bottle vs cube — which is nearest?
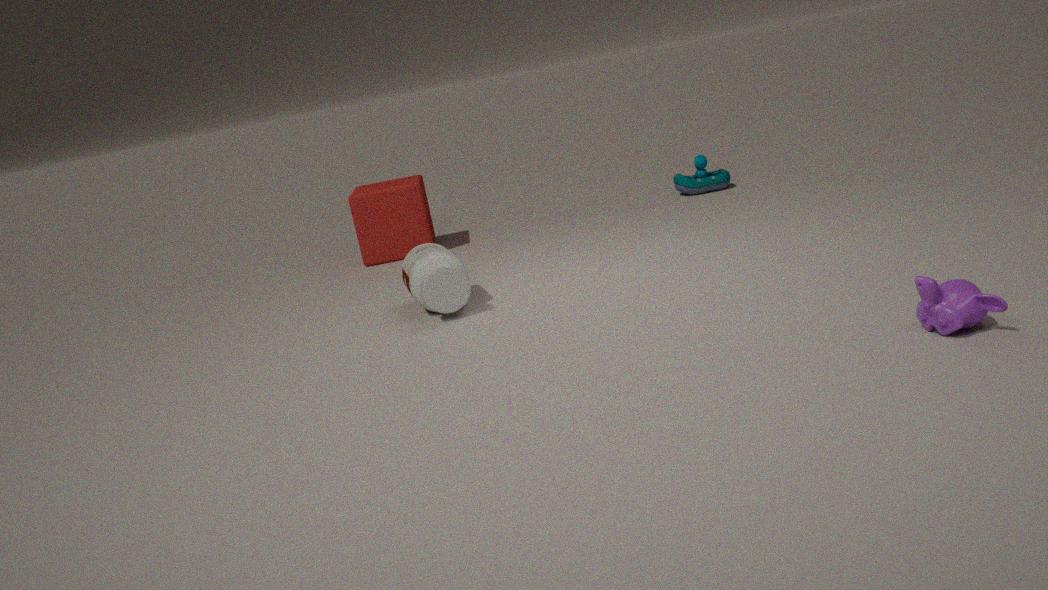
bottle
